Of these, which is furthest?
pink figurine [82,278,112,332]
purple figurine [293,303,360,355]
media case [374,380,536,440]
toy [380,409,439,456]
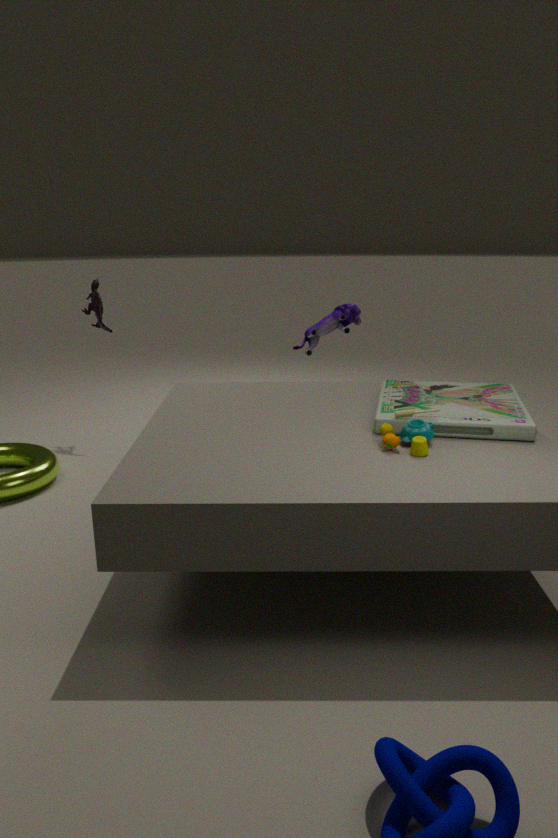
pink figurine [82,278,112,332]
